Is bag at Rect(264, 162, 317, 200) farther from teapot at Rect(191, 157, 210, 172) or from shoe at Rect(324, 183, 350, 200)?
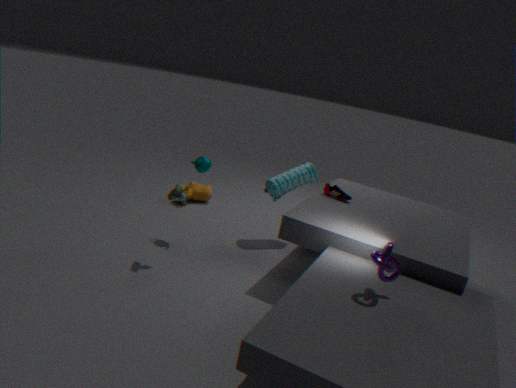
teapot at Rect(191, 157, 210, 172)
